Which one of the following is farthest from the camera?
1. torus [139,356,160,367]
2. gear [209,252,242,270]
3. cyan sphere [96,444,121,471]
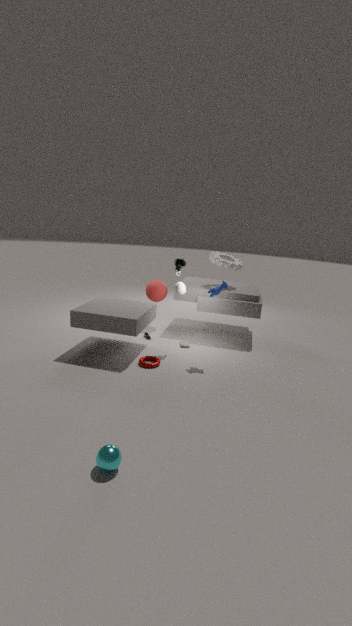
gear [209,252,242,270]
